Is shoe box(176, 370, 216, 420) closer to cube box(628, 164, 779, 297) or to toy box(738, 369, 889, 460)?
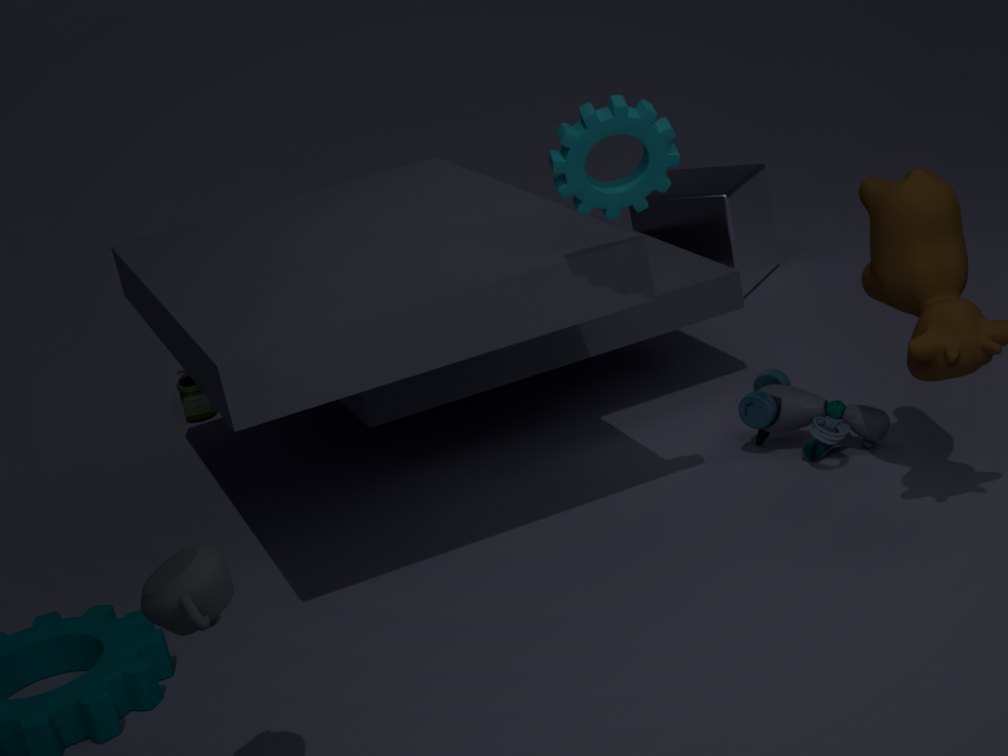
cube box(628, 164, 779, 297)
